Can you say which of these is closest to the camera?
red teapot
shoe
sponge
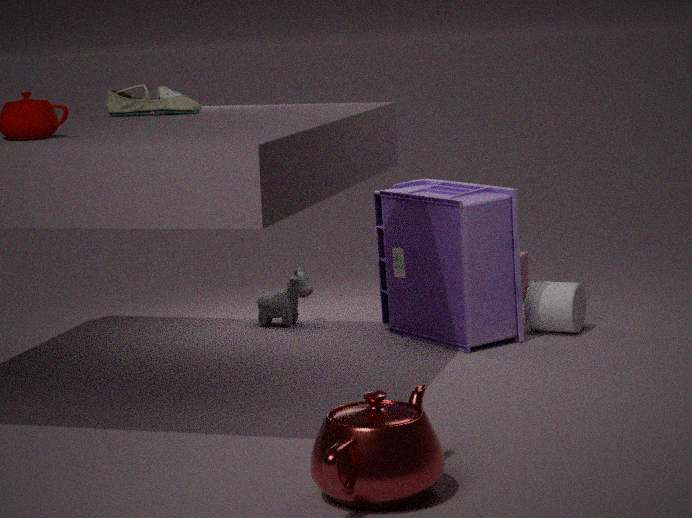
red teapot
